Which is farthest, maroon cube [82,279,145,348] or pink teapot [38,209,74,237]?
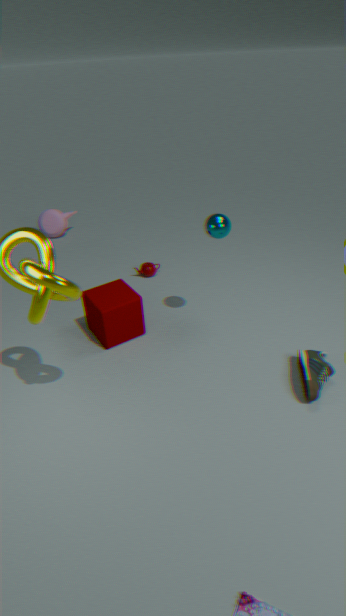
pink teapot [38,209,74,237]
